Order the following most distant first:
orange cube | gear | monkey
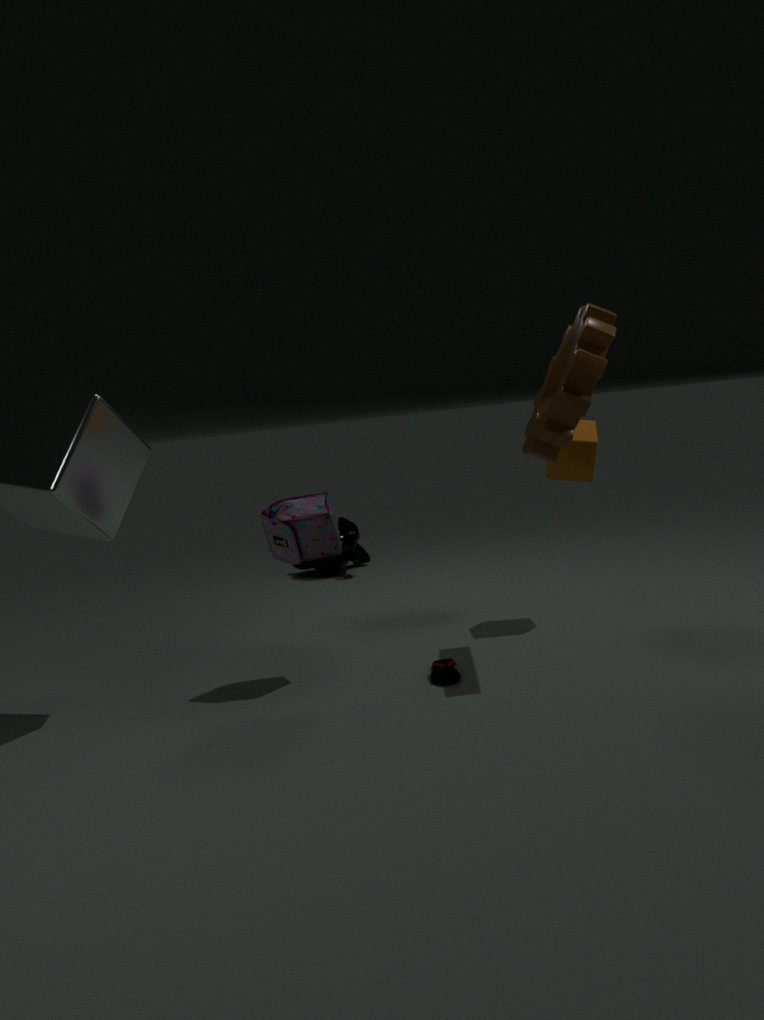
monkey
orange cube
gear
